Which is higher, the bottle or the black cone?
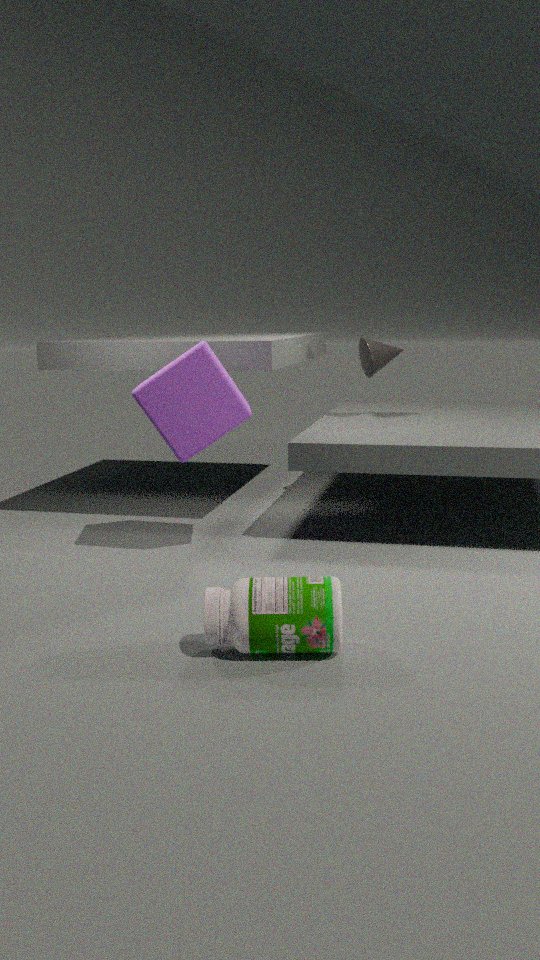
the black cone
